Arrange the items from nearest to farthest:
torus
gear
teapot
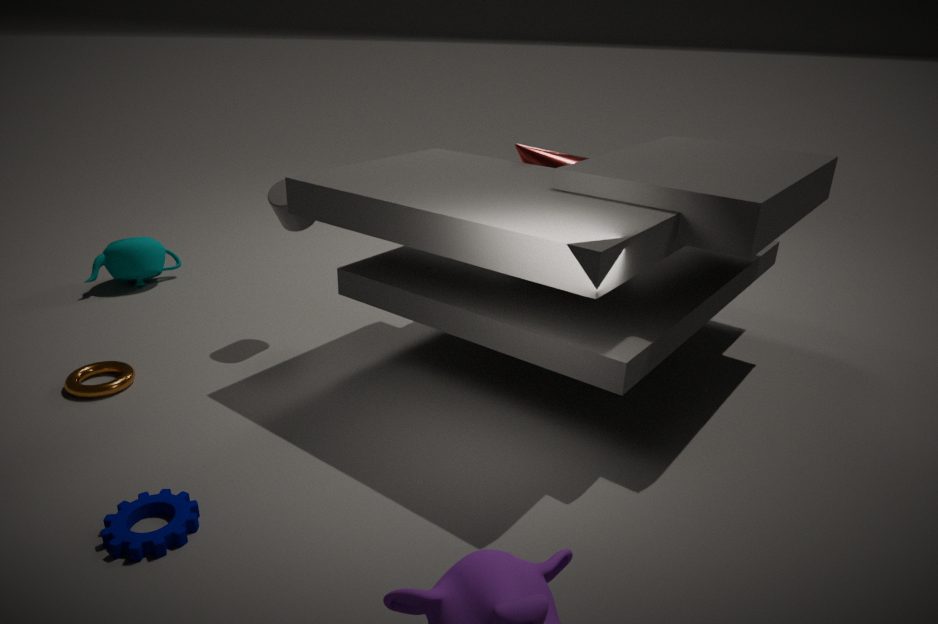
gear → torus → teapot
